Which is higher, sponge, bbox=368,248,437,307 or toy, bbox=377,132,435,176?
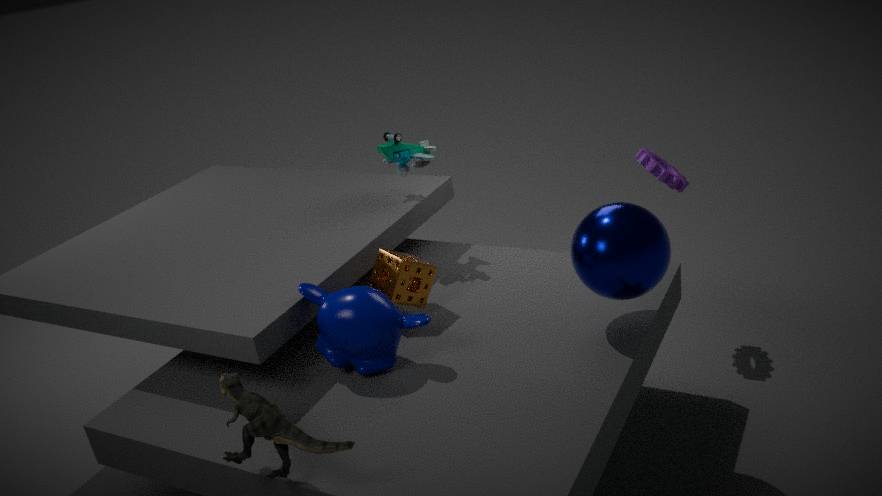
toy, bbox=377,132,435,176
